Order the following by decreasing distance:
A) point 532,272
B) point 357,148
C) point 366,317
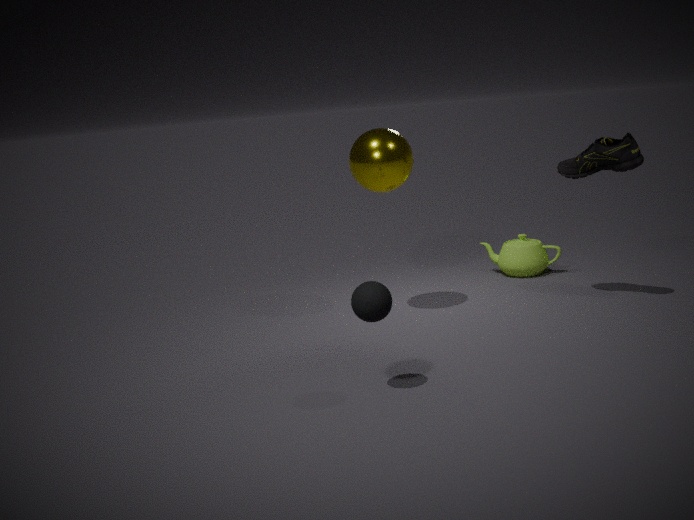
1. point 532,272
2. point 357,148
3. point 366,317
